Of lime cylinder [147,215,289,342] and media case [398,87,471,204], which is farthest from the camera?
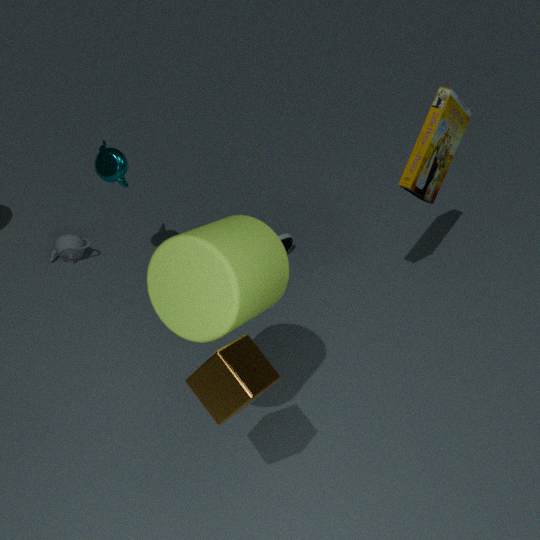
media case [398,87,471,204]
